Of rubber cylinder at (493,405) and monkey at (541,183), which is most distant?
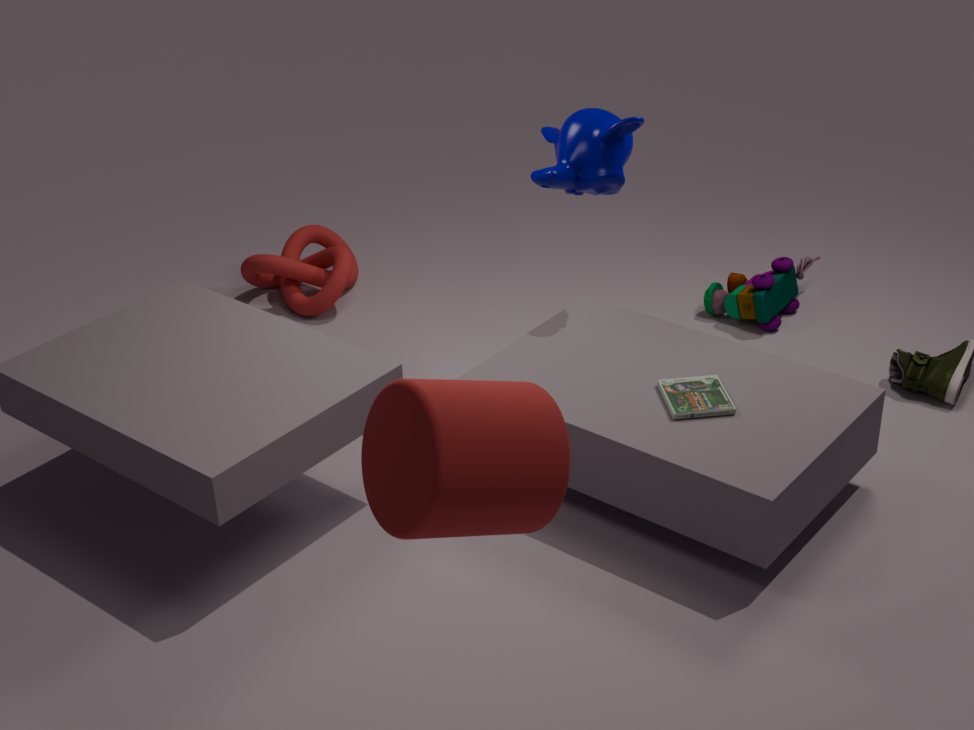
monkey at (541,183)
